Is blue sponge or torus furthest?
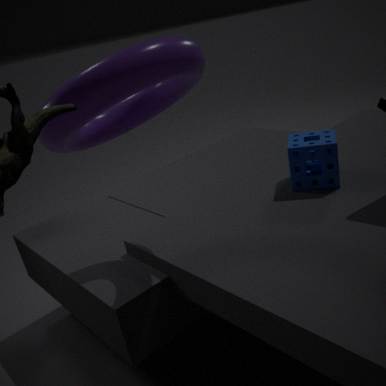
blue sponge
